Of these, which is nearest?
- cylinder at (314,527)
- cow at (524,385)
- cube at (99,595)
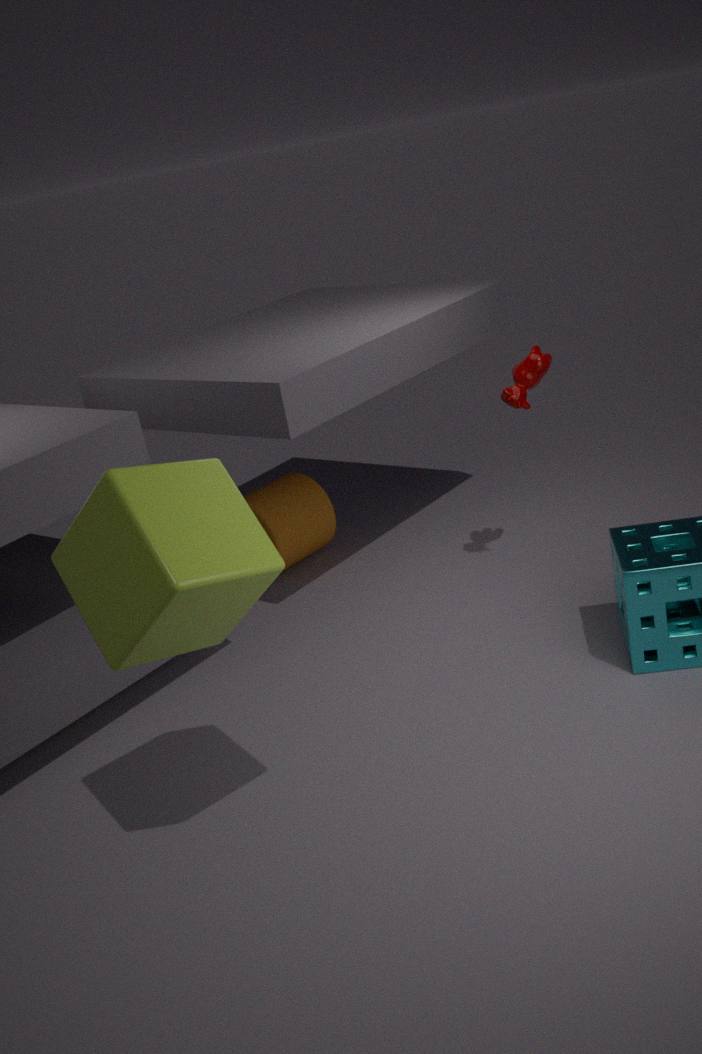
cube at (99,595)
